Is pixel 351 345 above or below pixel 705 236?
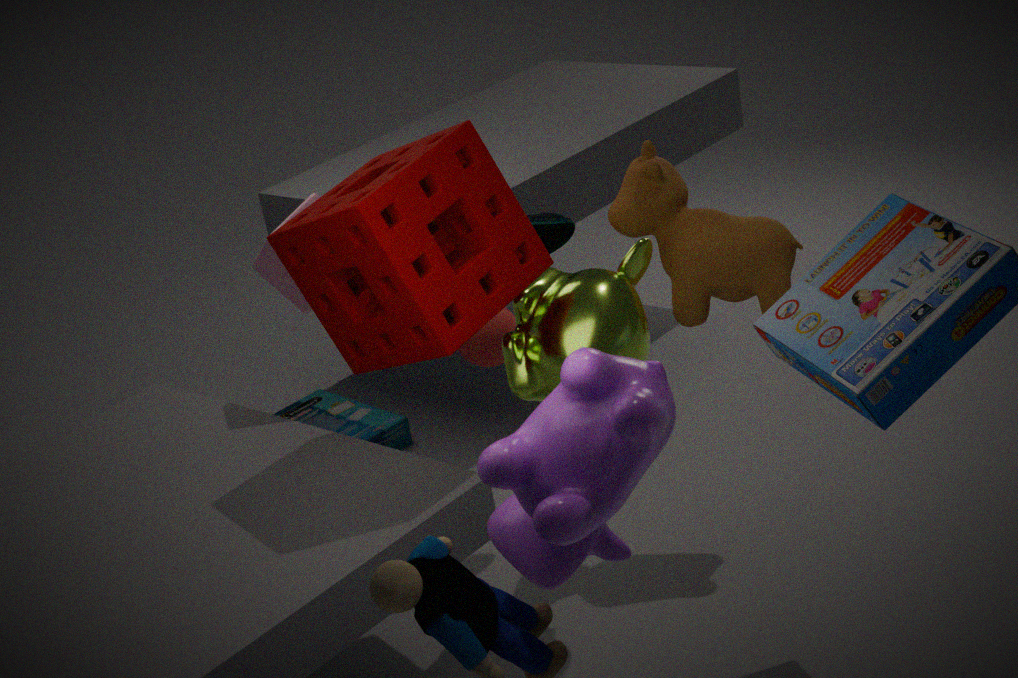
above
